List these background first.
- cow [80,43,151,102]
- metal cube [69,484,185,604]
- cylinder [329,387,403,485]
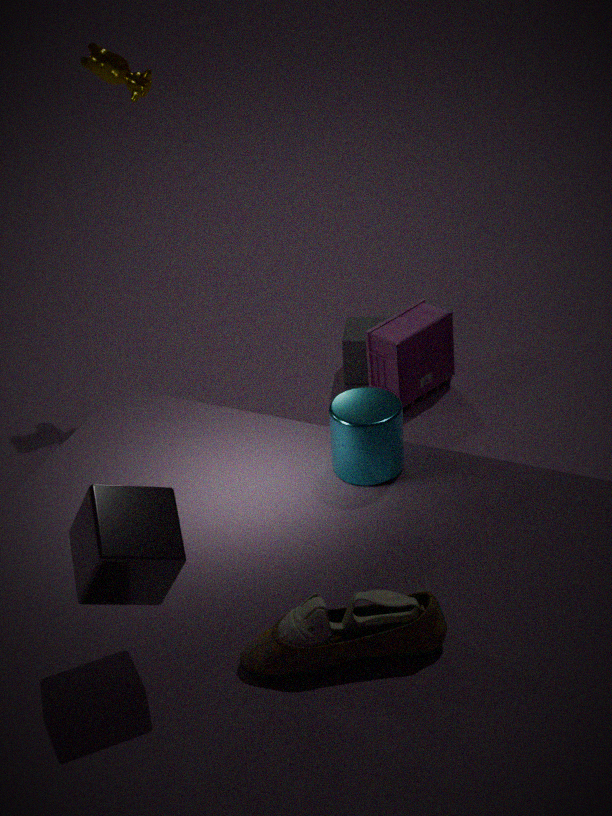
cow [80,43,151,102] < cylinder [329,387,403,485] < metal cube [69,484,185,604]
